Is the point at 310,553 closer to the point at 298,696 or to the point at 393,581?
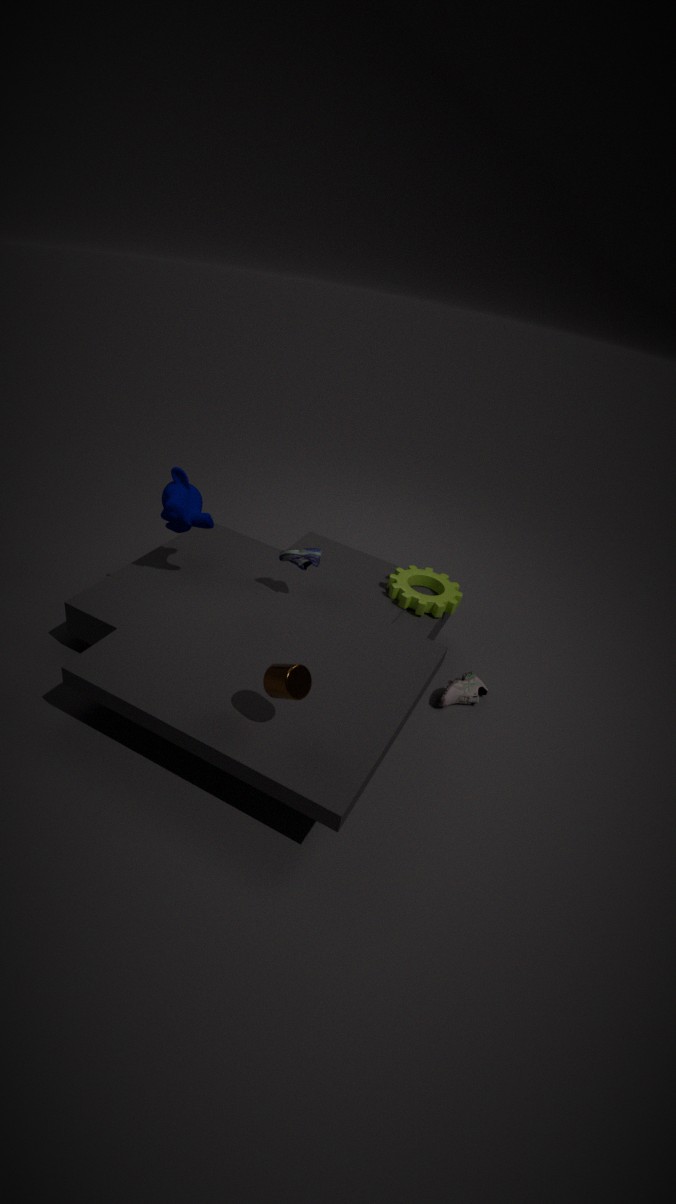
the point at 393,581
